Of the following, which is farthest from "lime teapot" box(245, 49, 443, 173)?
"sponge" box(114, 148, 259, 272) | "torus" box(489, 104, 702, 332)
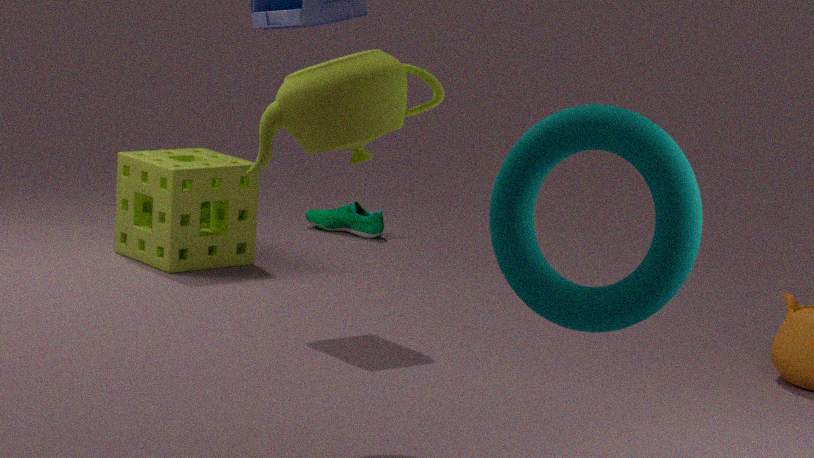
"sponge" box(114, 148, 259, 272)
